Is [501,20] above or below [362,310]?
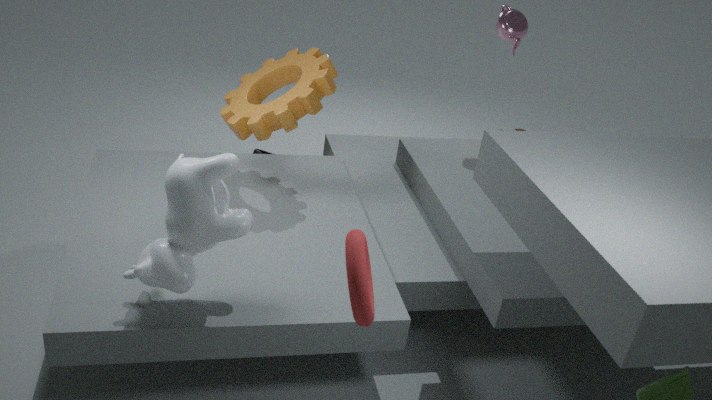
above
